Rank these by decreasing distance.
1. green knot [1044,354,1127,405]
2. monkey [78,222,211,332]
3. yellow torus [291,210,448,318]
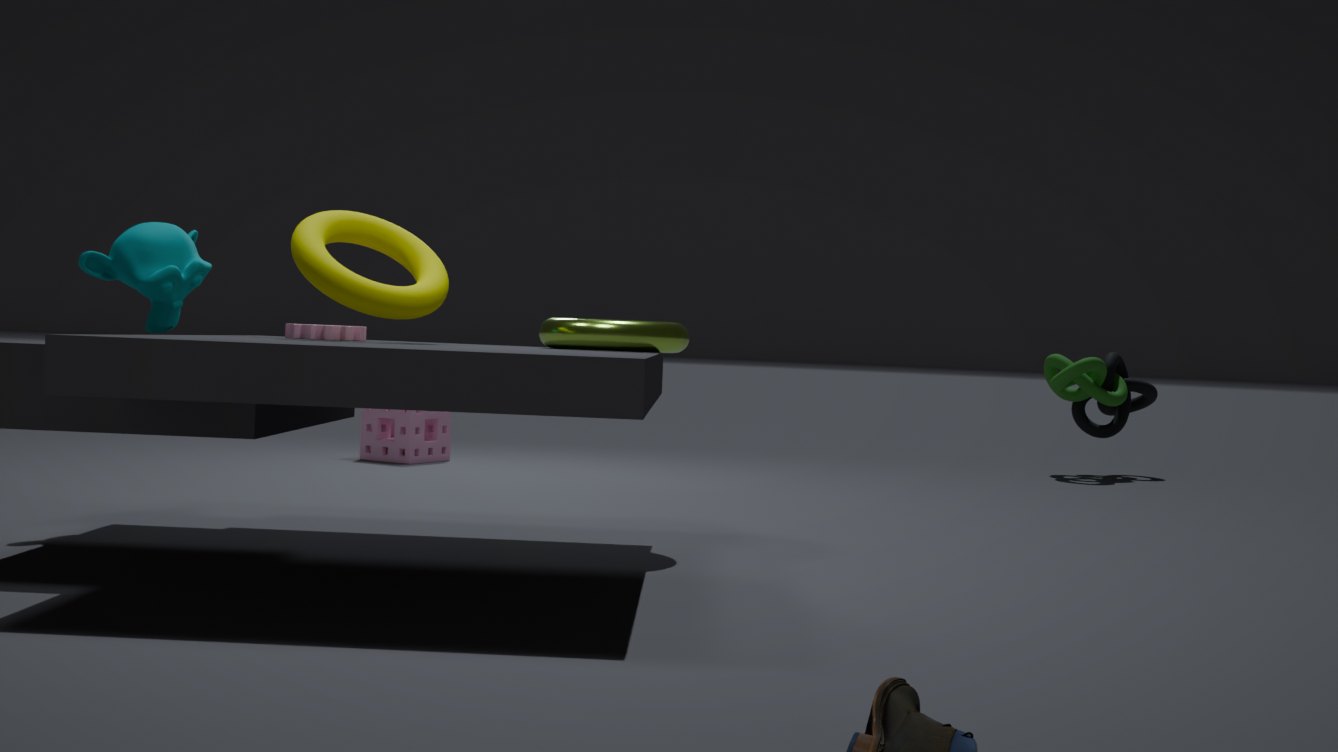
green knot [1044,354,1127,405] → monkey [78,222,211,332] → yellow torus [291,210,448,318]
